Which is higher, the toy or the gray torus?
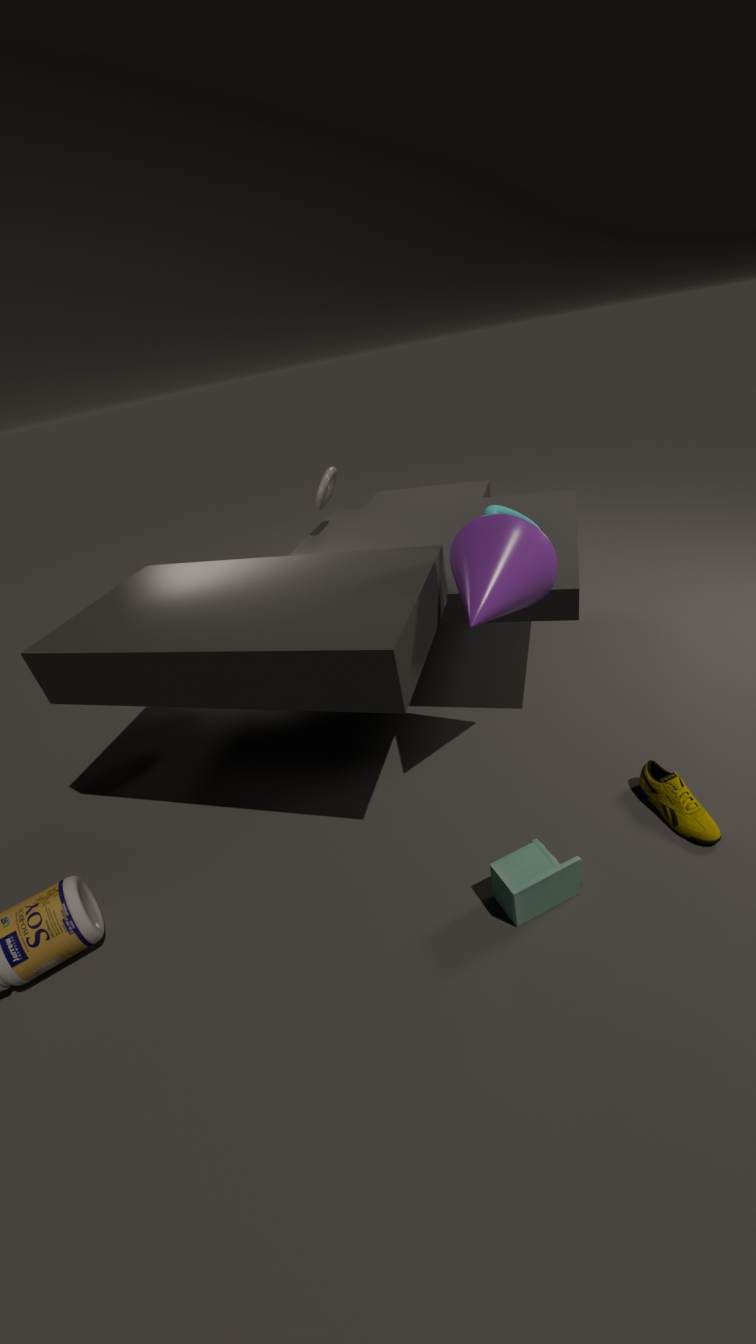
the gray torus
